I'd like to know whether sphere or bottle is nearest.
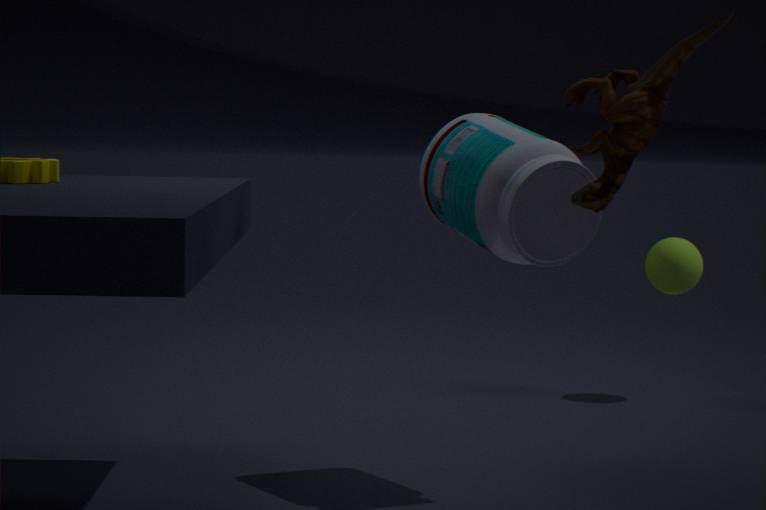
bottle
